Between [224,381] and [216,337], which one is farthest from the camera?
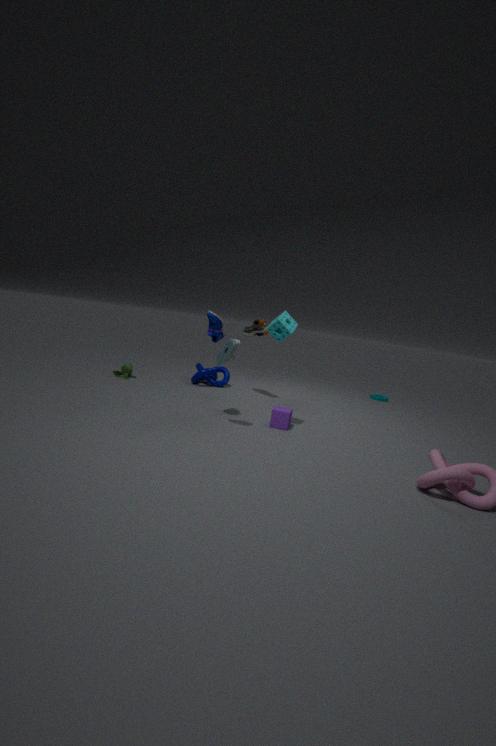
[224,381]
